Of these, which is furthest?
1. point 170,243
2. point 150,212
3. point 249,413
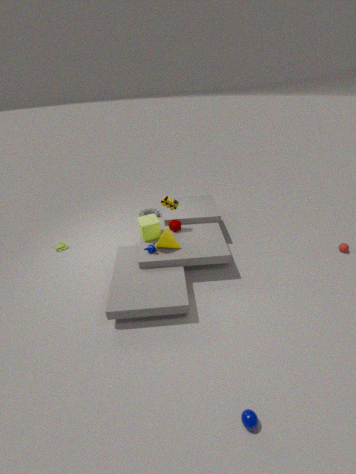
point 150,212
